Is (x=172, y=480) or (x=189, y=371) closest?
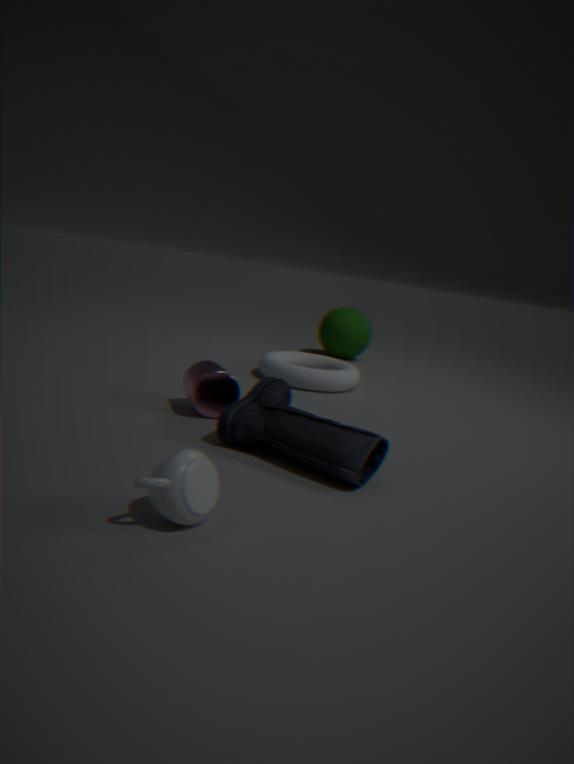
(x=172, y=480)
